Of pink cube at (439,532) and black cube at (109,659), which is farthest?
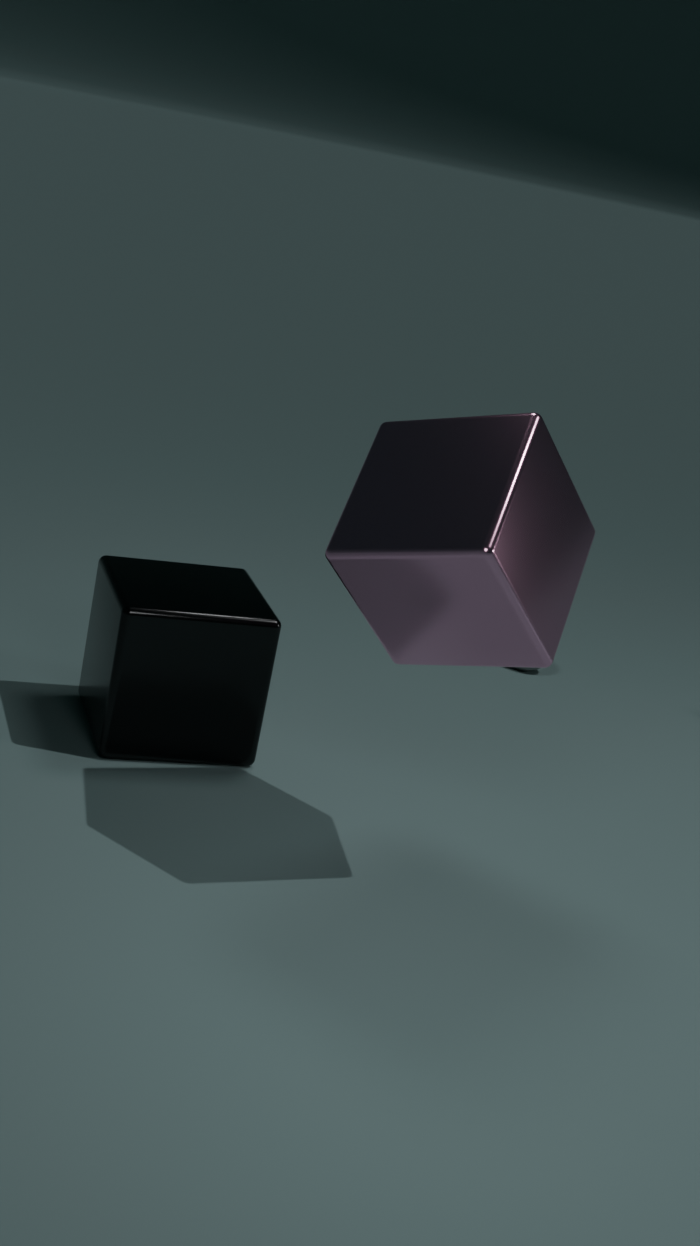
black cube at (109,659)
